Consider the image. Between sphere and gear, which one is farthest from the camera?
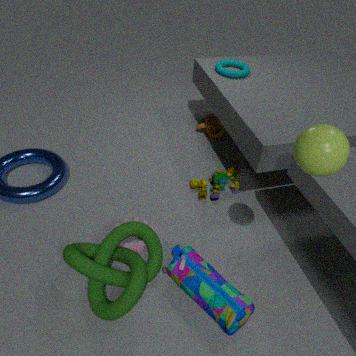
gear
